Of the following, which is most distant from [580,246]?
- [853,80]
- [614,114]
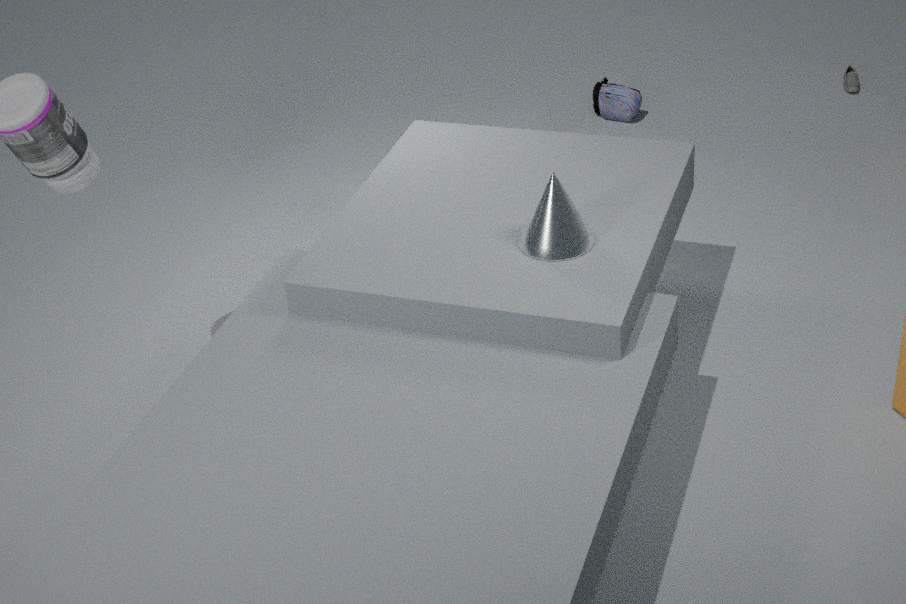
[853,80]
